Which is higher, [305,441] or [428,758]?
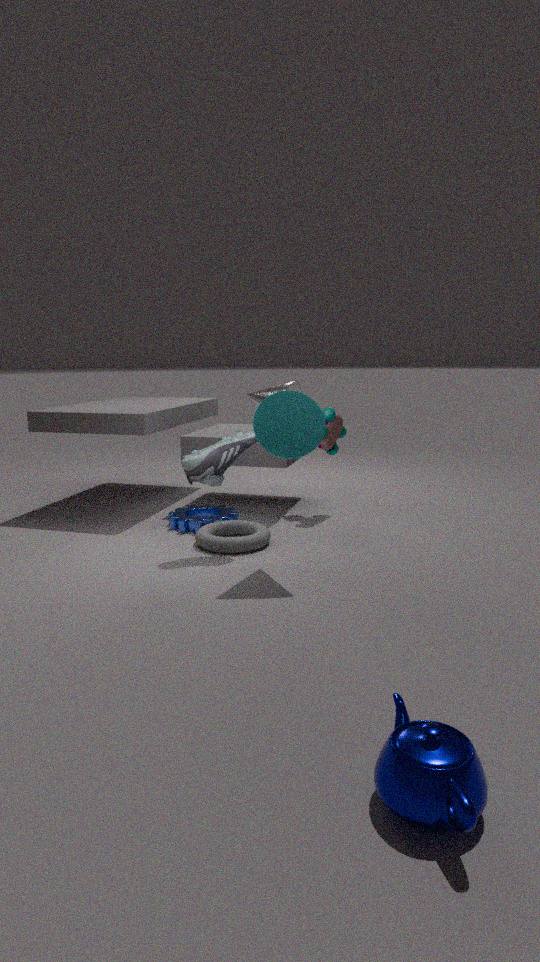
[305,441]
